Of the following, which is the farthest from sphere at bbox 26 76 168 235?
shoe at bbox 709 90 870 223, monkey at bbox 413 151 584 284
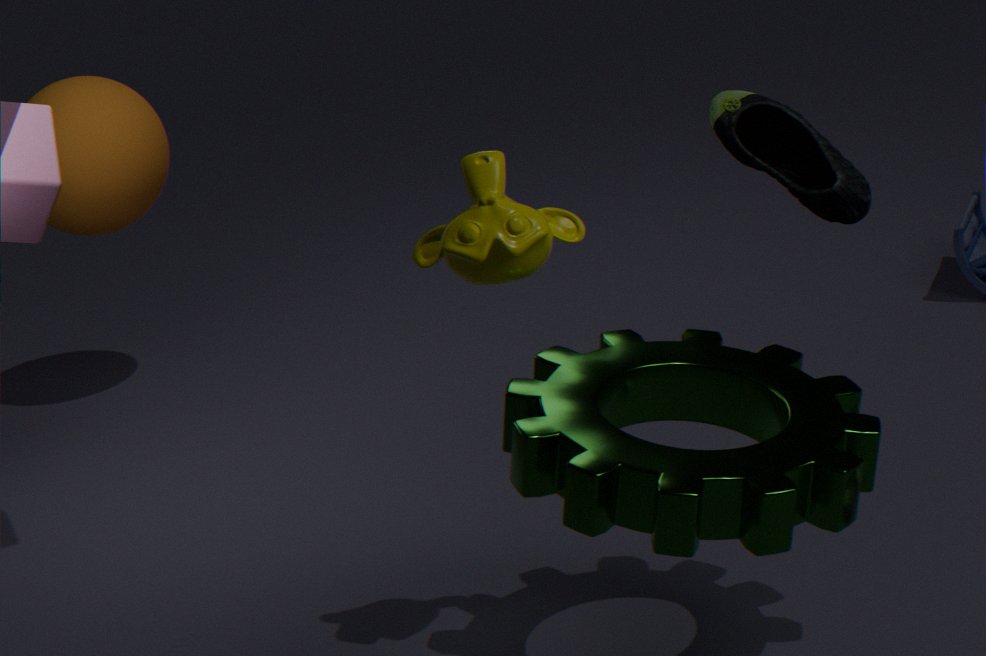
monkey at bbox 413 151 584 284
